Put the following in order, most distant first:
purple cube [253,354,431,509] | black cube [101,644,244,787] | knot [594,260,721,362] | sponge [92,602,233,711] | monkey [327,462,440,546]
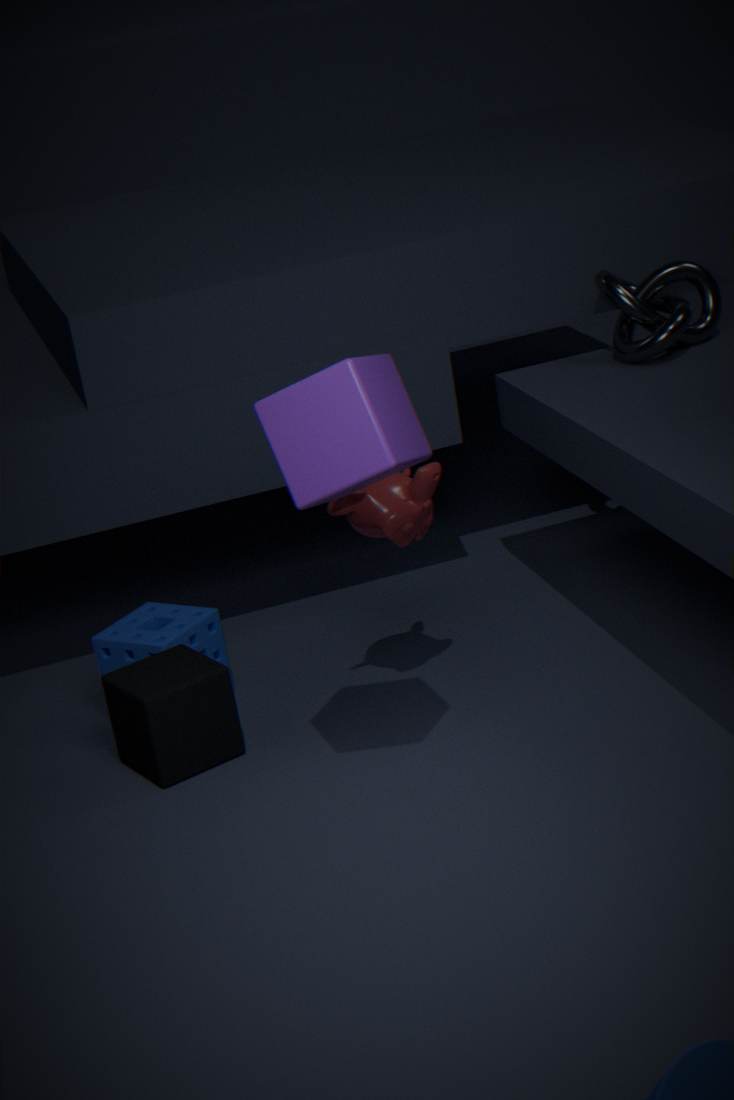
knot [594,260,721,362]
sponge [92,602,233,711]
monkey [327,462,440,546]
black cube [101,644,244,787]
purple cube [253,354,431,509]
